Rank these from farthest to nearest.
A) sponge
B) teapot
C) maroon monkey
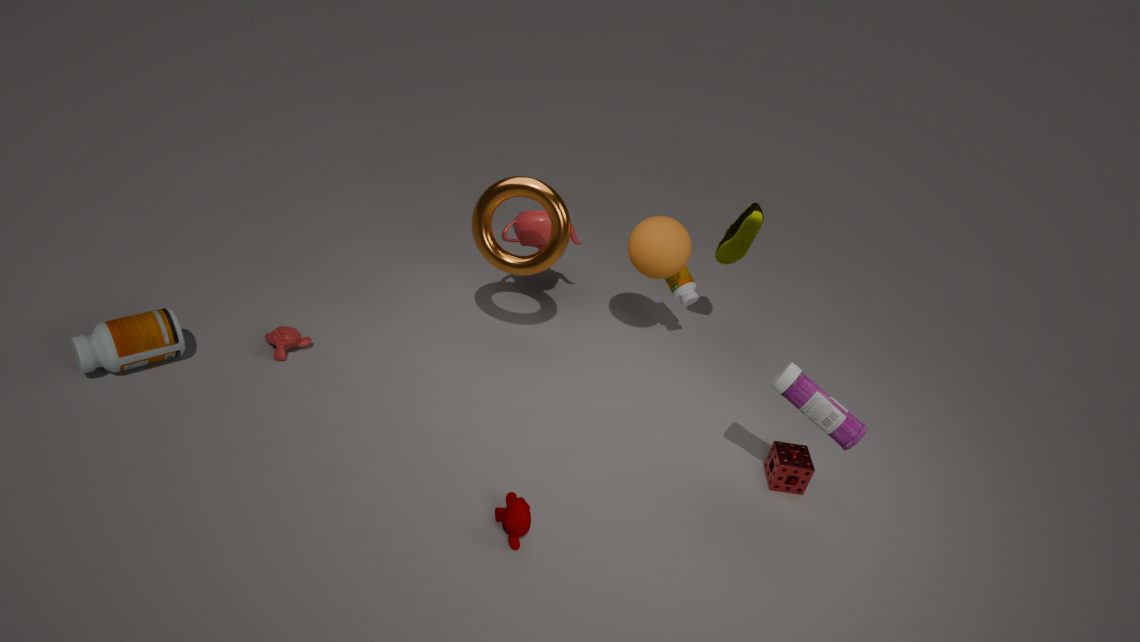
teapot, sponge, maroon monkey
